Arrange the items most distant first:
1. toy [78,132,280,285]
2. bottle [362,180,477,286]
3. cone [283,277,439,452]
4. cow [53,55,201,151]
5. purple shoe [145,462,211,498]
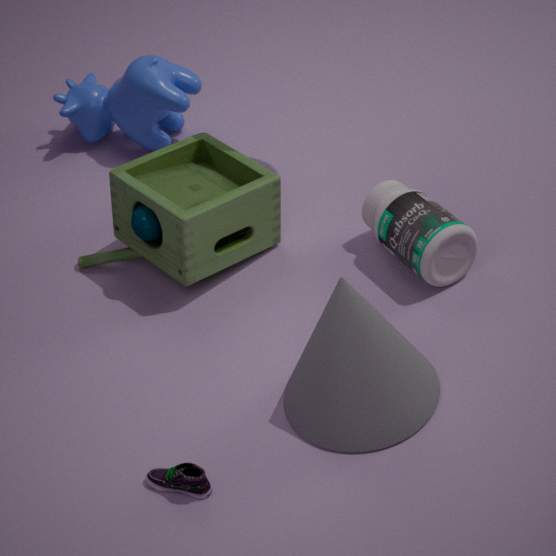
cow [53,55,201,151]
toy [78,132,280,285]
bottle [362,180,477,286]
purple shoe [145,462,211,498]
cone [283,277,439,452]
